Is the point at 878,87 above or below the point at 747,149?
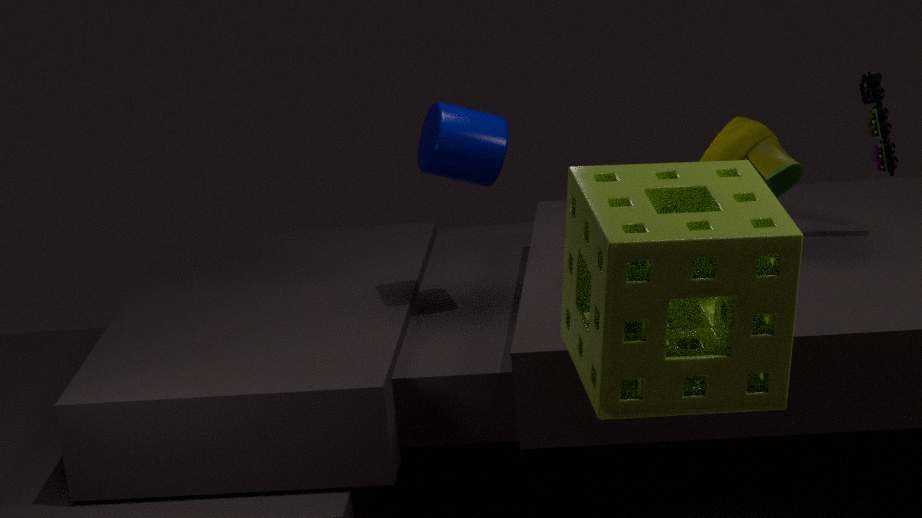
above
